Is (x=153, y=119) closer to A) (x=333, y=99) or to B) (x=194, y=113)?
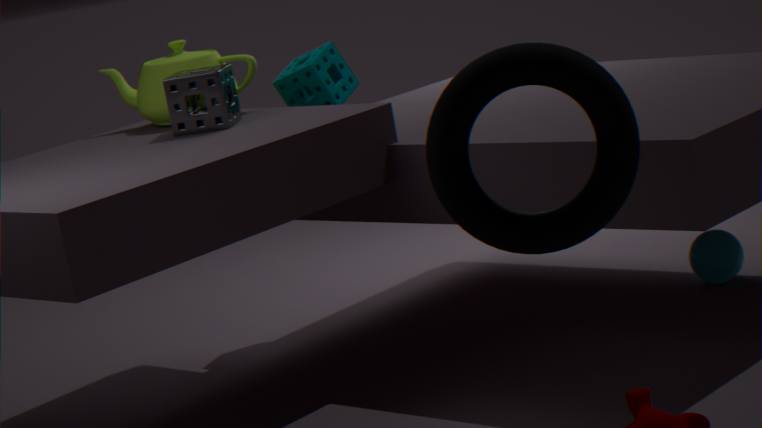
B) (x=194, y=113)
